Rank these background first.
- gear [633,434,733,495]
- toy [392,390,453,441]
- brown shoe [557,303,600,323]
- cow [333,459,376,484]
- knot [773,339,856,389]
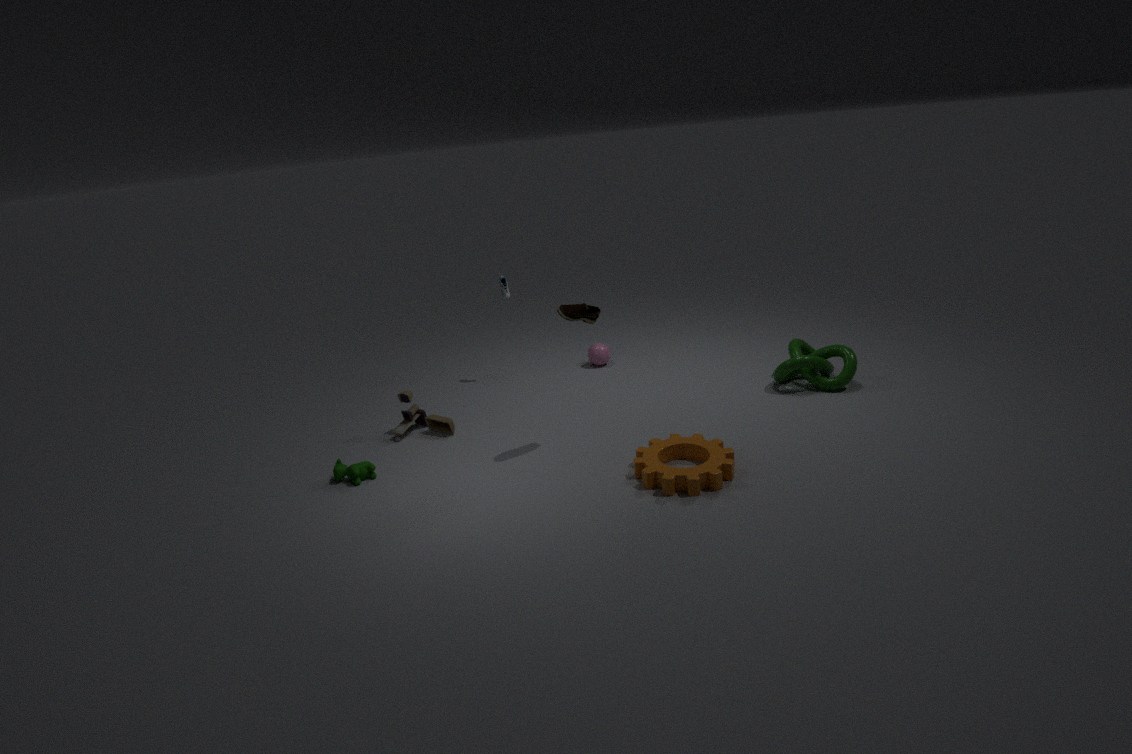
knot [773,339,856,389]
toy [392,390,453,441]
cow [333,459,376,484]
brown shoe [557,303,600,323]
gear [633,434,733,495]
